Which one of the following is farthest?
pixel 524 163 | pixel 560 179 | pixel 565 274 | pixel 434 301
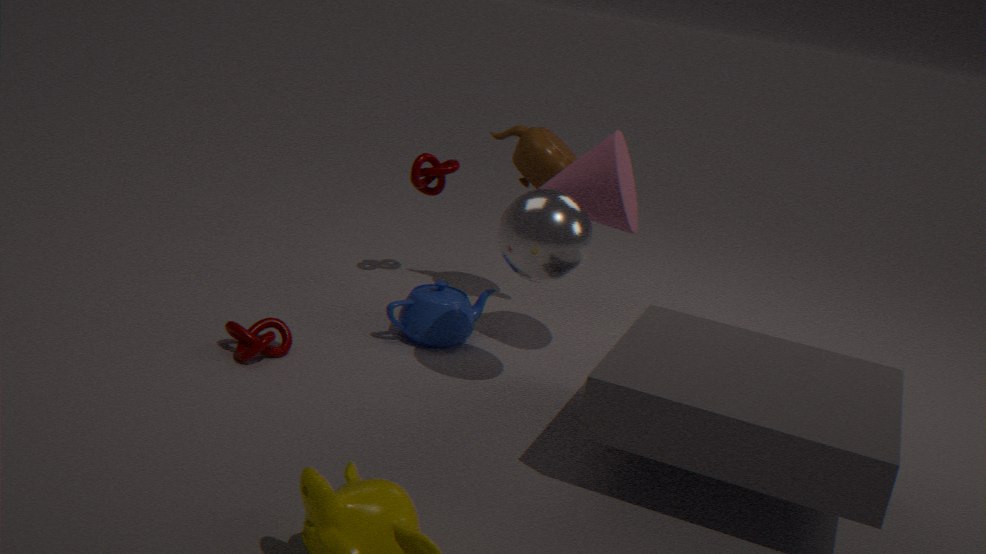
pixel 524 163
